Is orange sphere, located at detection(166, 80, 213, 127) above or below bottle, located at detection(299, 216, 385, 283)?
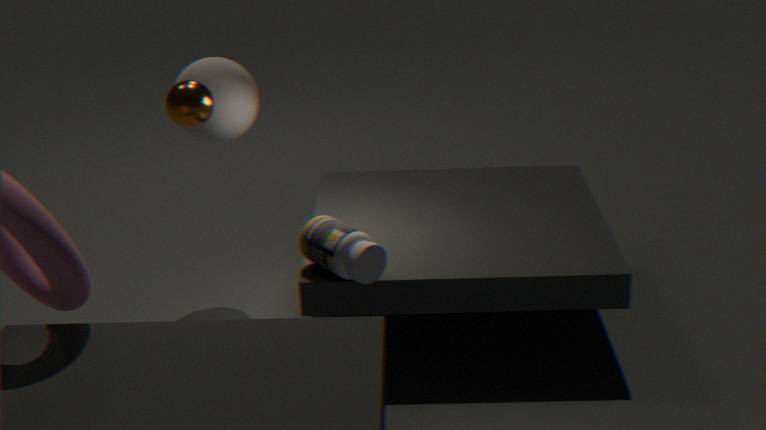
above
